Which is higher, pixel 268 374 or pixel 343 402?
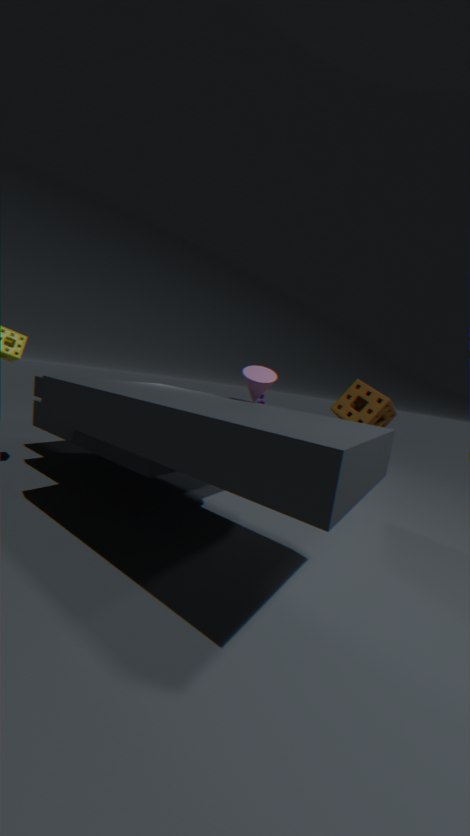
pixel 268 374
